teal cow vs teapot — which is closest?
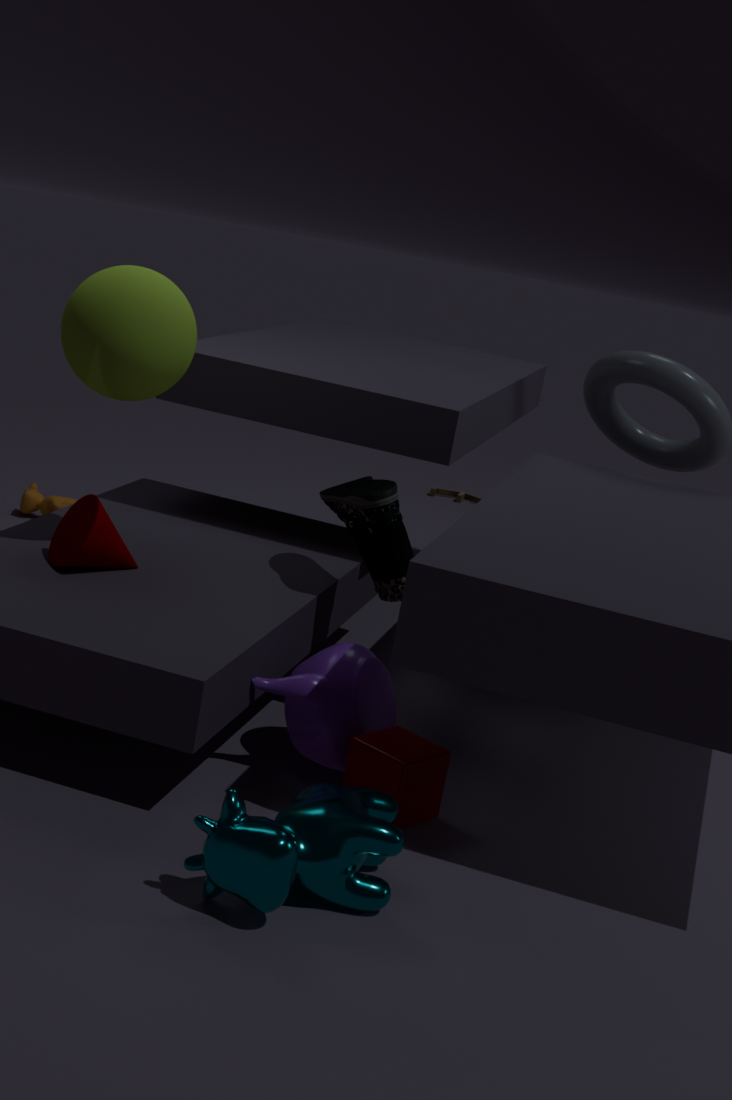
teal cow
